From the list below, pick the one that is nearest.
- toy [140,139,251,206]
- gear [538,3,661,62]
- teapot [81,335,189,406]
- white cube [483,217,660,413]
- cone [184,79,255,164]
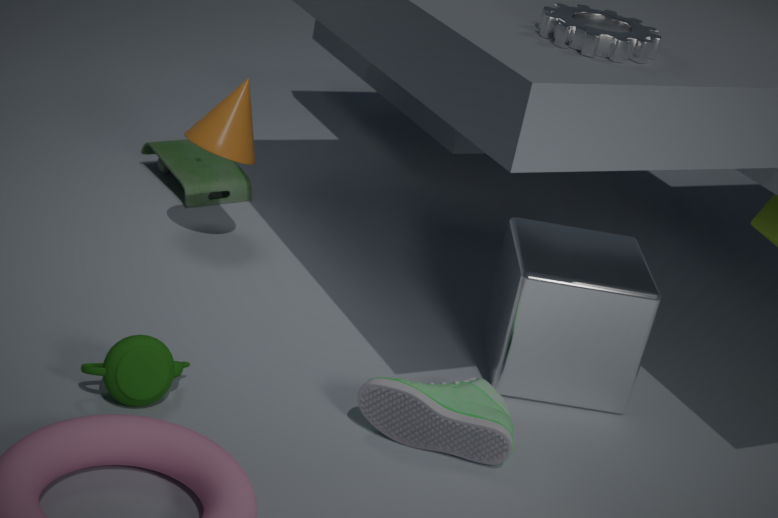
gear [538,3,661,62]
